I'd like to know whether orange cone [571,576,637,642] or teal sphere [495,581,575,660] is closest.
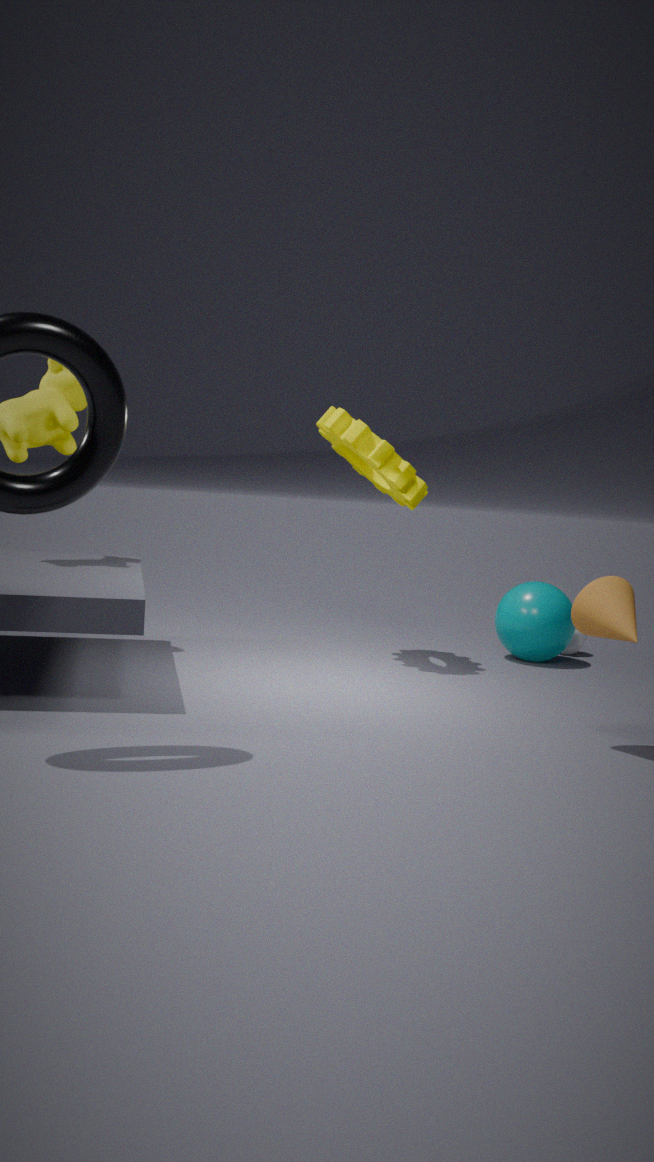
orange cone [571,576,637,642]
